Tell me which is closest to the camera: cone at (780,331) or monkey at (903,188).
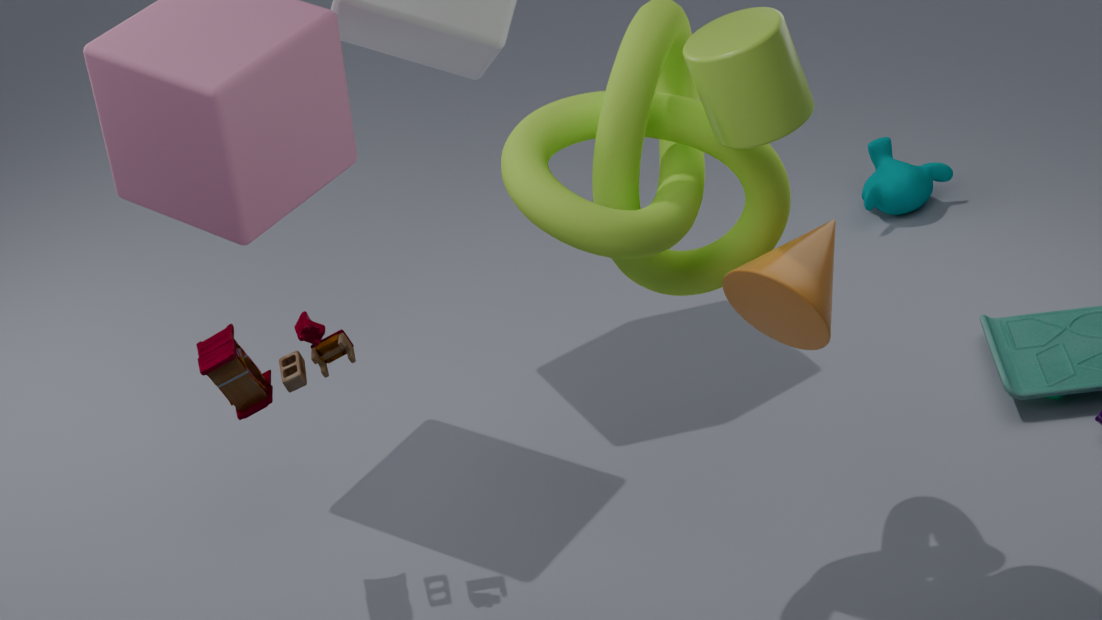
cone at (780,331)
